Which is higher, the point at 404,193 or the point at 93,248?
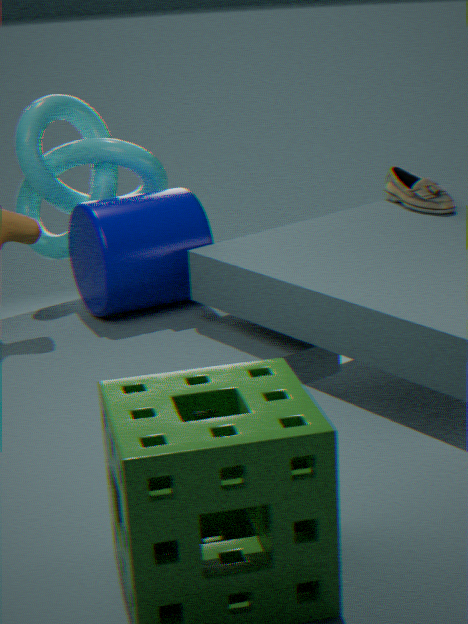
the point at 404,193
